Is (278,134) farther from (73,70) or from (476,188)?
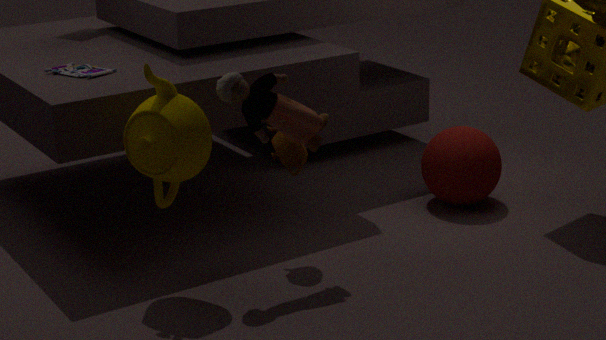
(476,188)
